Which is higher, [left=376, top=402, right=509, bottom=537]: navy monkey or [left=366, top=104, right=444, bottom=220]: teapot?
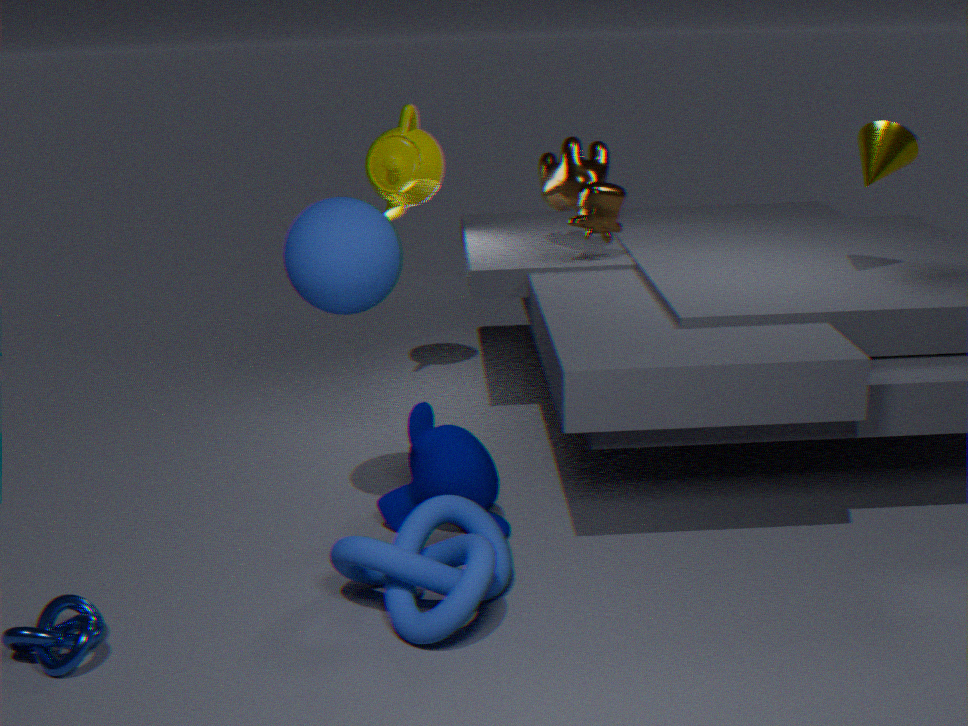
[left=366, top=104, right=444, bottom=220]: teapot
